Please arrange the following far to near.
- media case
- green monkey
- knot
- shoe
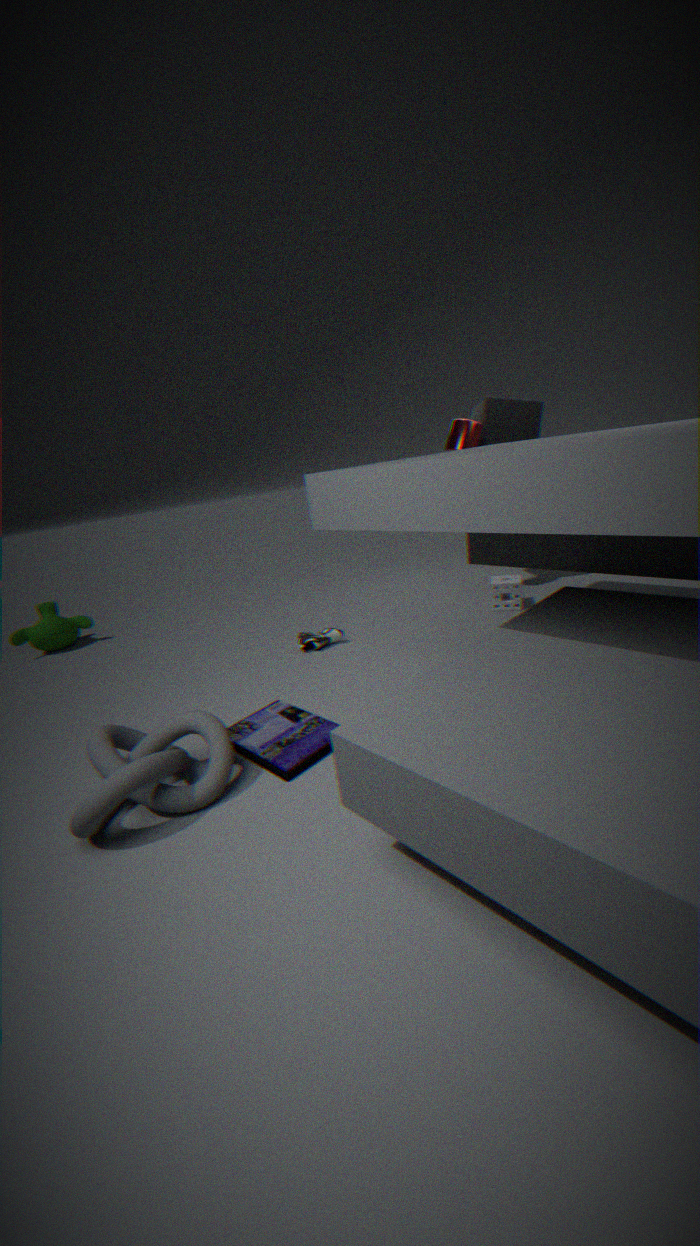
green monkey < shoe < media case < knot
